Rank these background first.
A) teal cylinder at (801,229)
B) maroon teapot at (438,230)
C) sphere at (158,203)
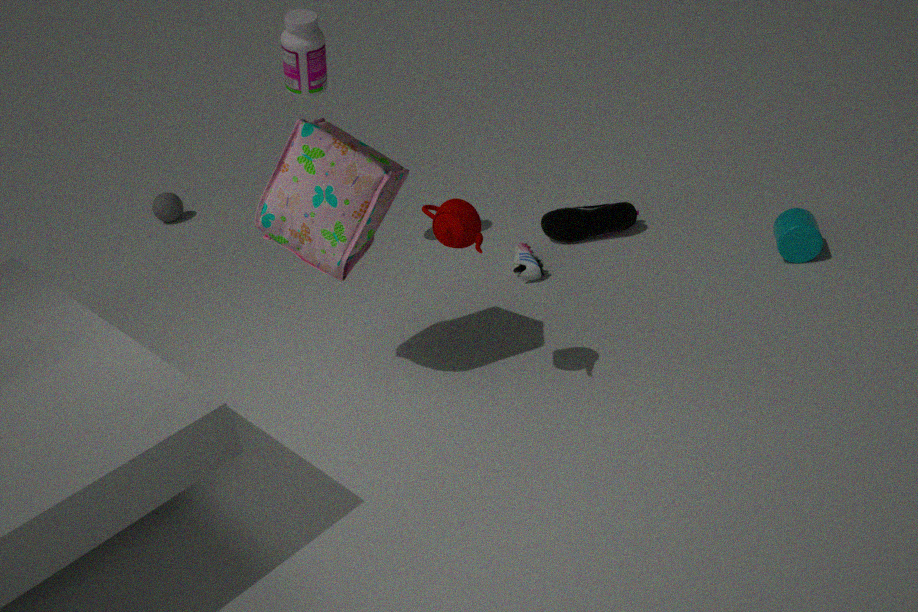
sphere at (158,203) → teal cylinder at (801,229) → maroon teapot at (438,230)
